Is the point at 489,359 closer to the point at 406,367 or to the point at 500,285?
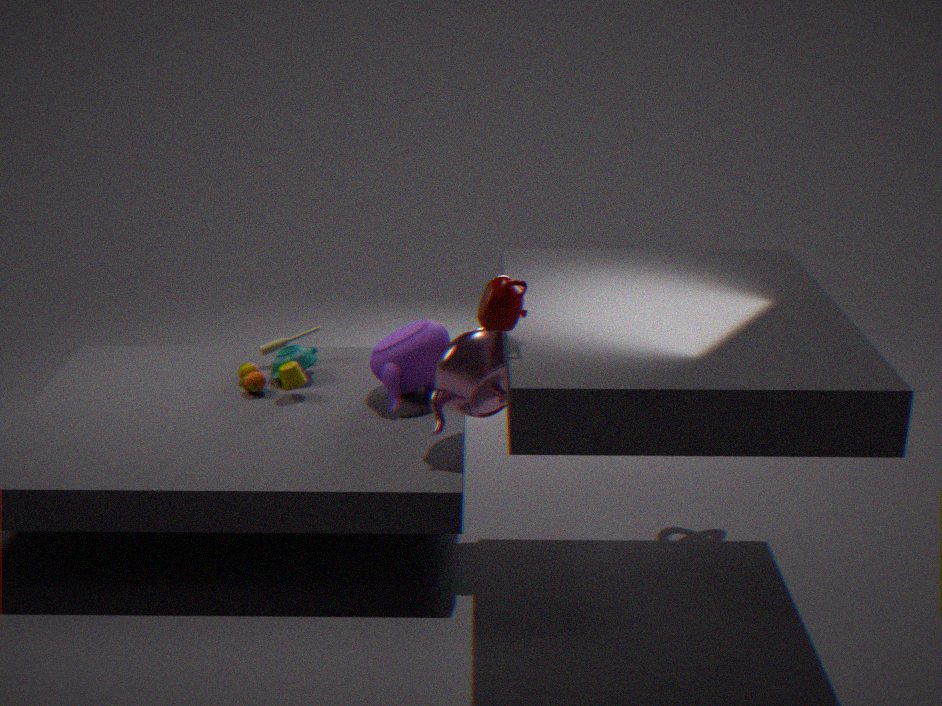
the point at 406,367
